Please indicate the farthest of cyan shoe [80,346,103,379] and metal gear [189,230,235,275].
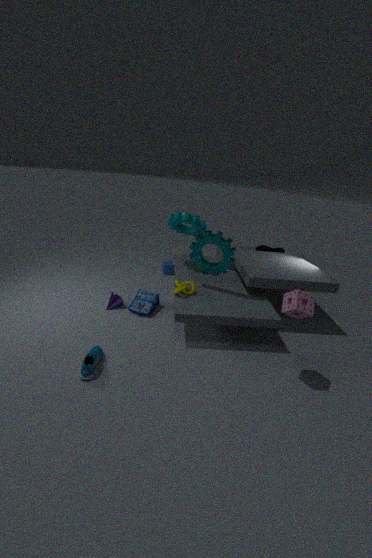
metal gear [189,230,235,275]
